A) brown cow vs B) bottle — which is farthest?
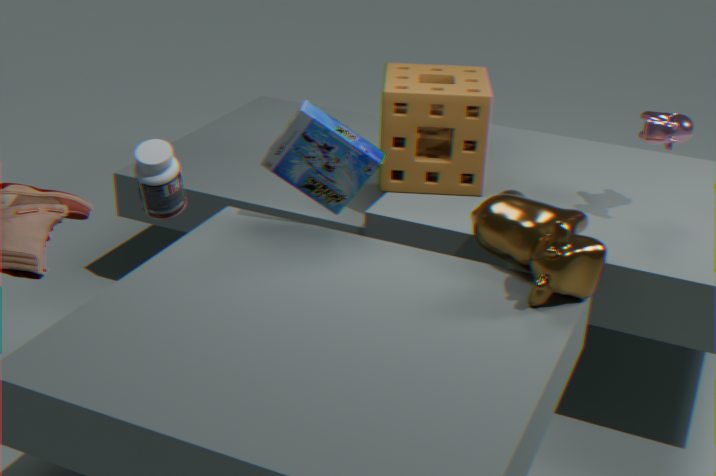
B. bottle
